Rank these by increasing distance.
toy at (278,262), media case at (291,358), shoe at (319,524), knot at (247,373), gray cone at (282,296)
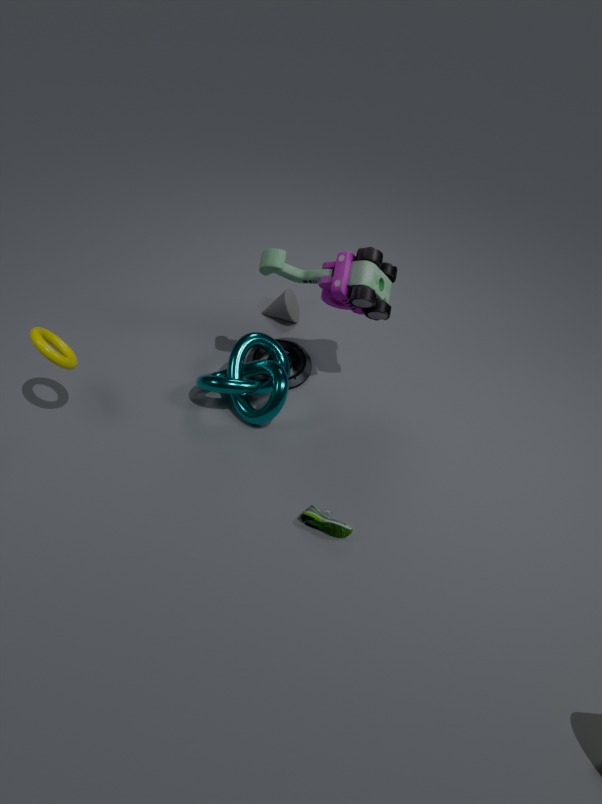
shoe at (319,524) < toy at (278,262) < knot at (247,373) < media case at (291,358) < gray cone at (282,296)
